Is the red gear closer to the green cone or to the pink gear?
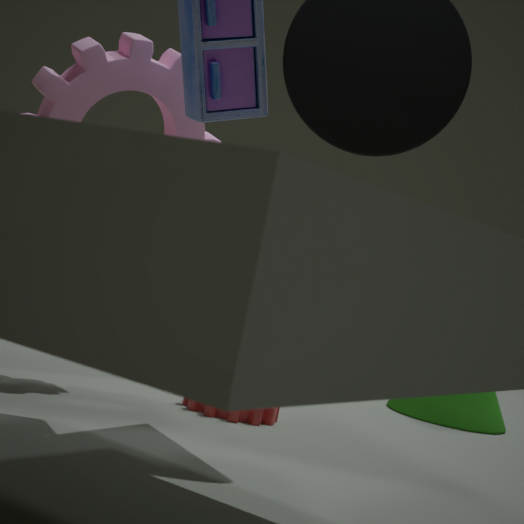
the pink gear
